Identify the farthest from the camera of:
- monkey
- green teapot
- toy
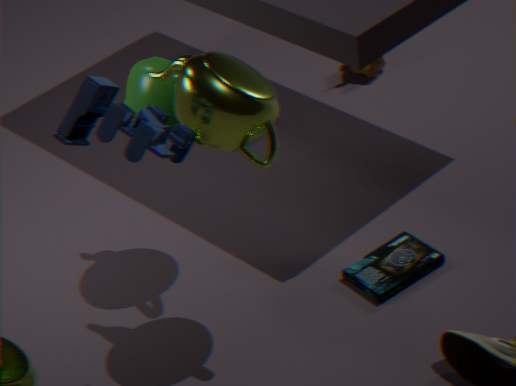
monkey
